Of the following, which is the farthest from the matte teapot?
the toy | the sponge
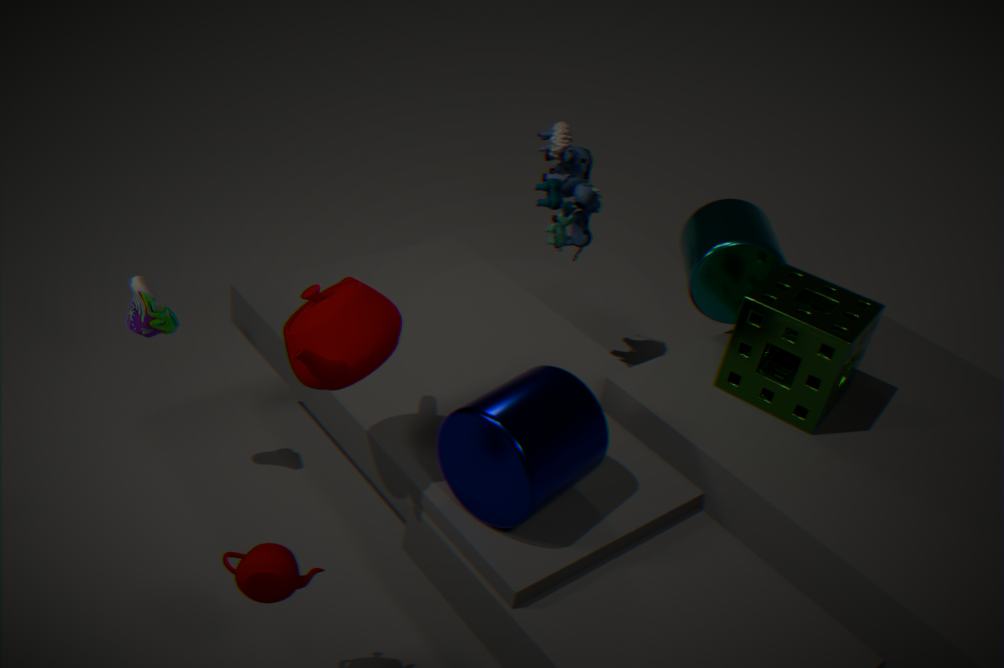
the toy
